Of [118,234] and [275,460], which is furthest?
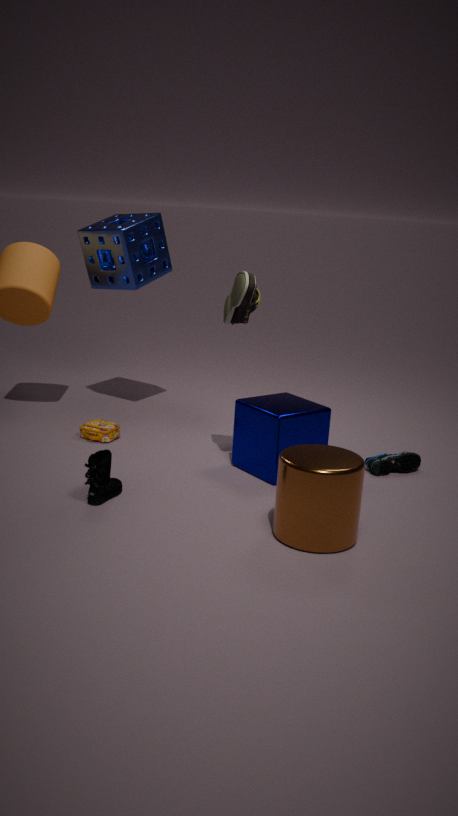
[118,234]
